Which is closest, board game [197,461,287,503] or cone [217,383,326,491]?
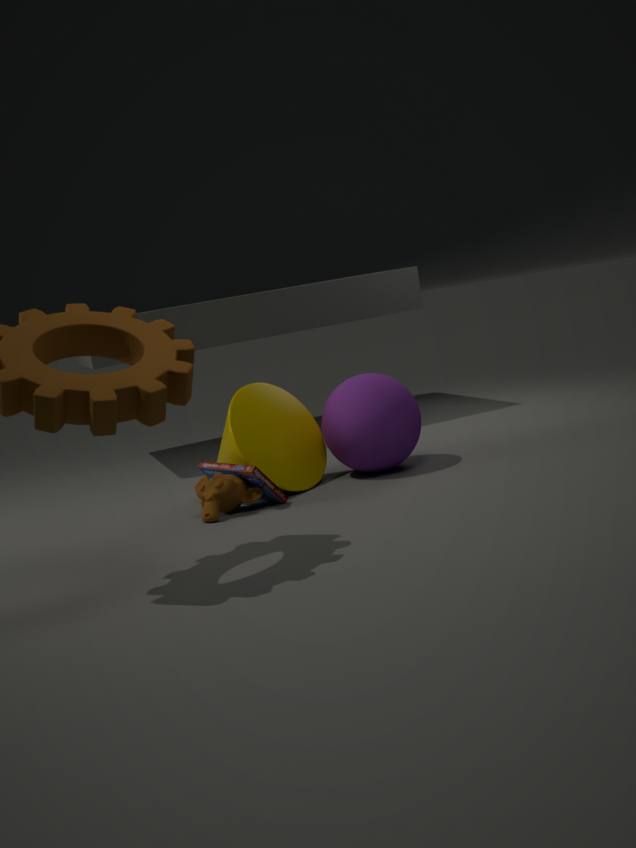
board game [197,461,287,503]
